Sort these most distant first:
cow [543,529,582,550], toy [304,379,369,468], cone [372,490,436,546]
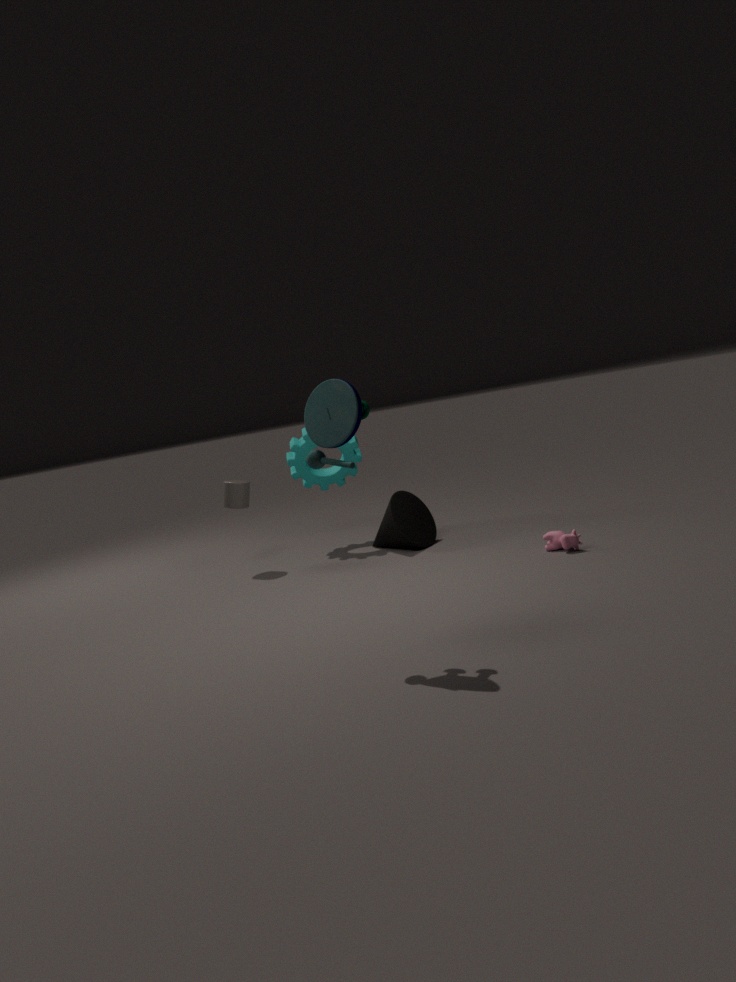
cone [372,490,436,546] < cow [543,529,582,550] < toy [304,379,369,468]
